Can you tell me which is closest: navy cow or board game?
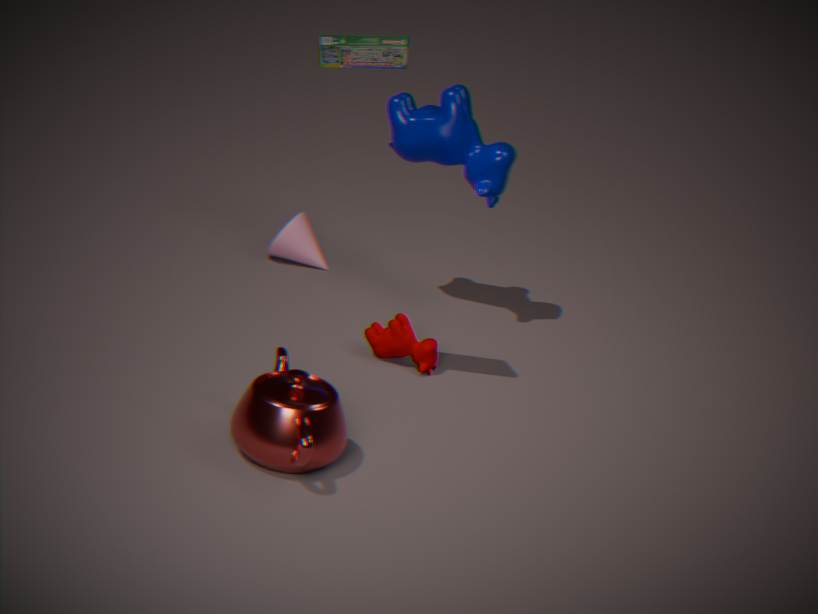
board game
